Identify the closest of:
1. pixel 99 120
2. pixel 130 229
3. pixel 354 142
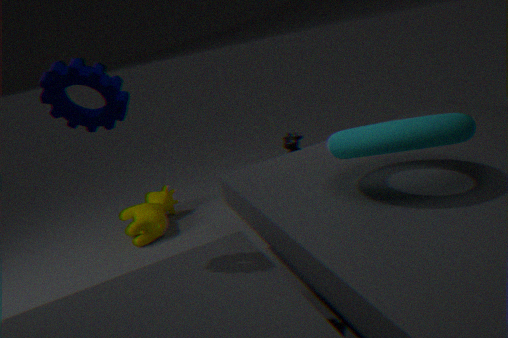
pixel 99 120
